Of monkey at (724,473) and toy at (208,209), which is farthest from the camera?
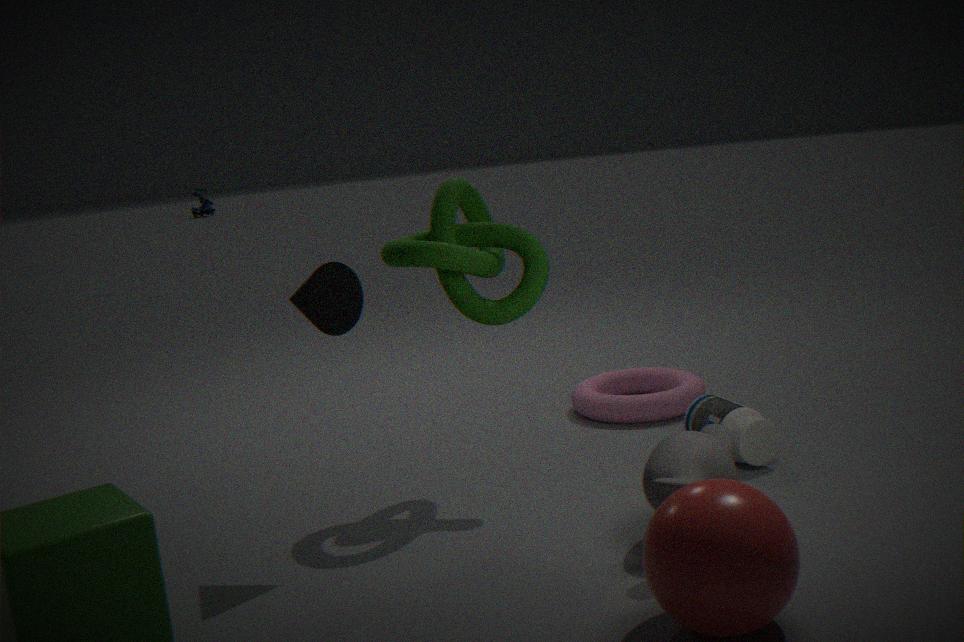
toy at (208,209)
